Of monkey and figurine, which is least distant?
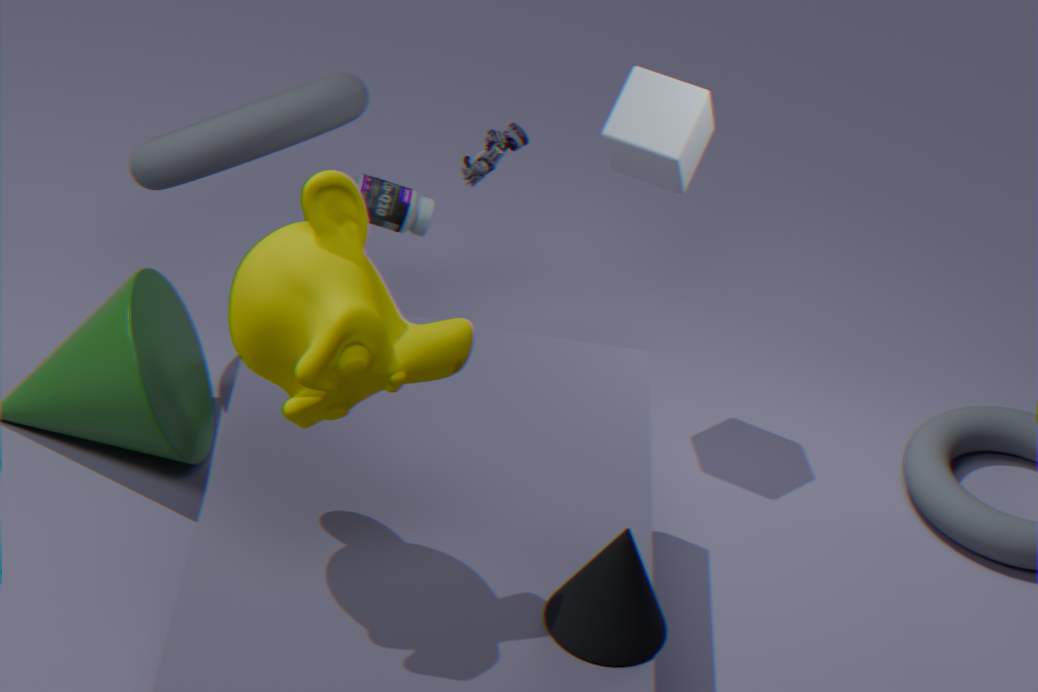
monkey
